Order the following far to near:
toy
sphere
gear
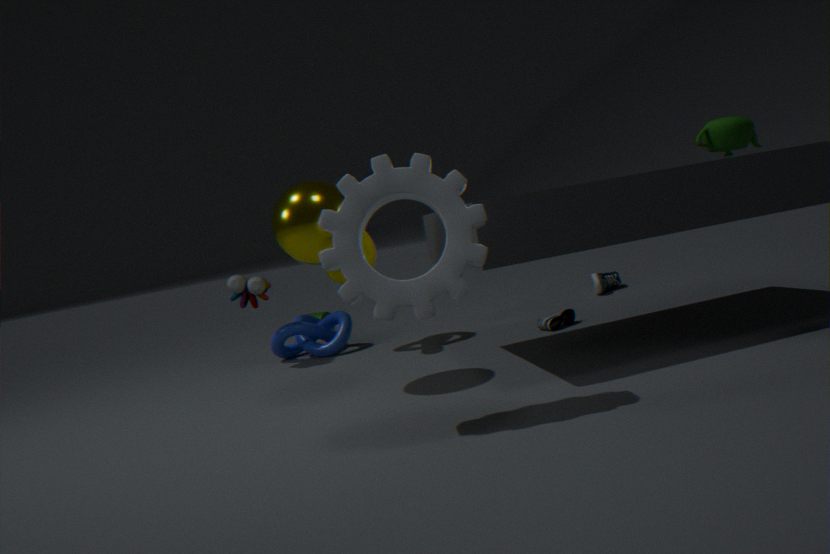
1. toy
2. sphere
3. gear
